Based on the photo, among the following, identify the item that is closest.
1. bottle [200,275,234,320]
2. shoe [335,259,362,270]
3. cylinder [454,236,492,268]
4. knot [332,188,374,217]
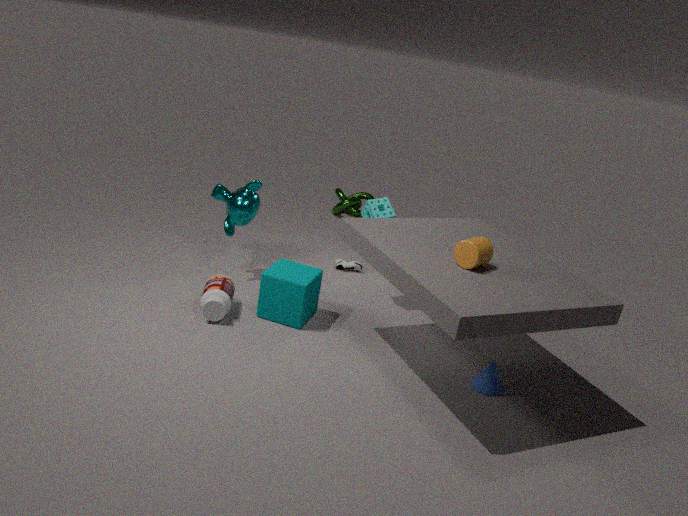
cylinder [454,236,492,268]
